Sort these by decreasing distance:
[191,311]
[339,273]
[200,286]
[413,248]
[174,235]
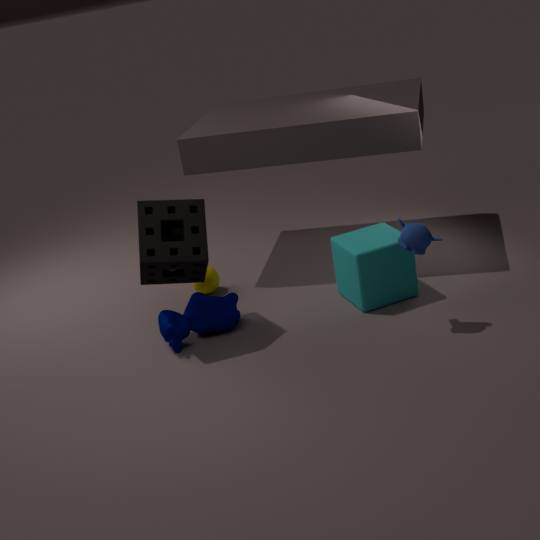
[200,286]
[339,273]
[174,235]
[191,311]
[413,248]
